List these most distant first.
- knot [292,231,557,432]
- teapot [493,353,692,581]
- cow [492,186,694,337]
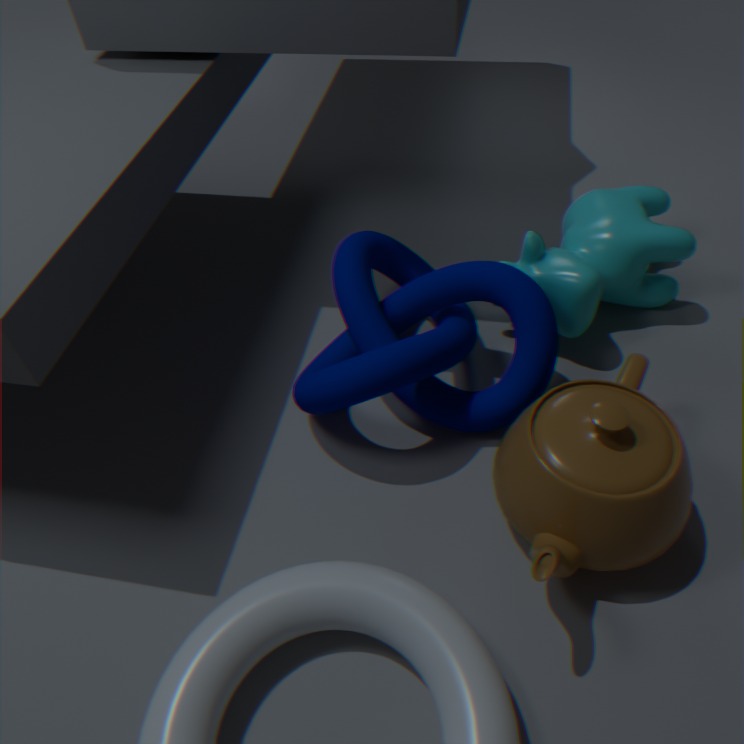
1. cow [492,186,694,337]
2. knot [292,231,557,432]
3. teapot [493,353,692,581]
